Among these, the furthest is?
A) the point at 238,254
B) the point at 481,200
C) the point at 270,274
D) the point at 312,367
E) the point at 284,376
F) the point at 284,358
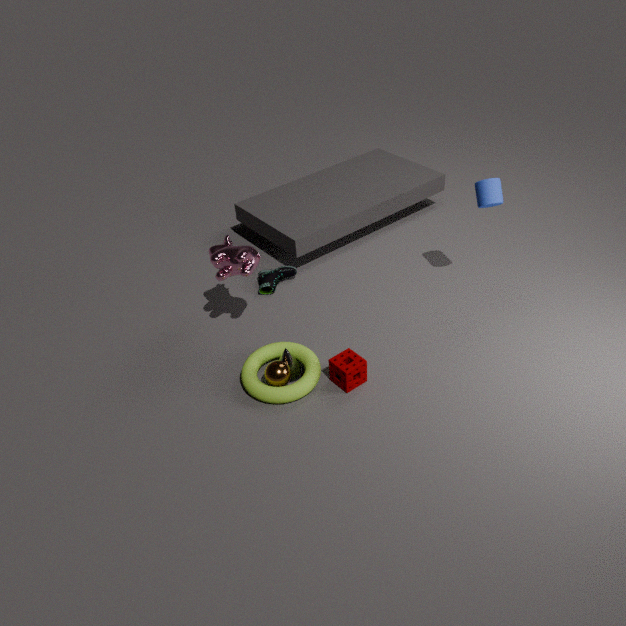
C. the point at 270,274
